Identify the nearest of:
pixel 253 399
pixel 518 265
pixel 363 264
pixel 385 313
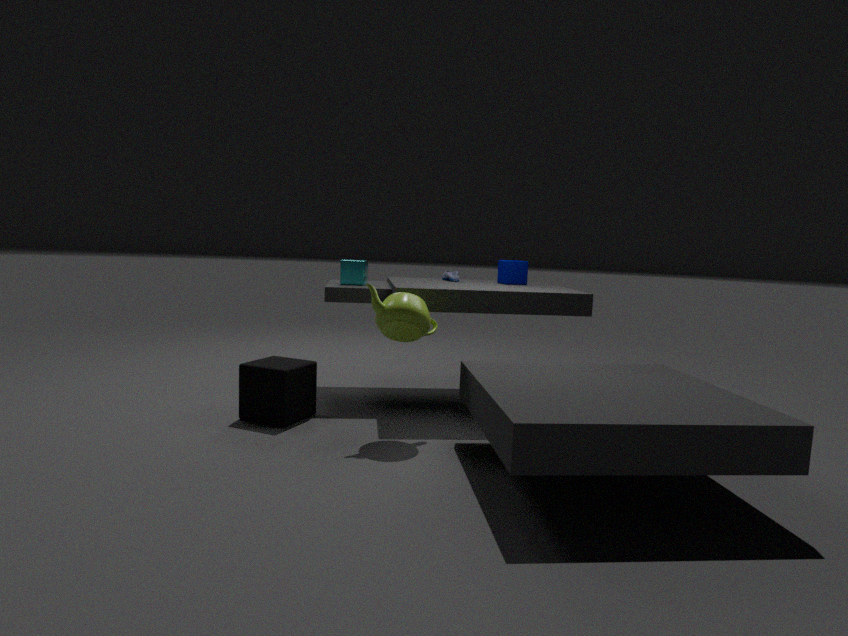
pixel 385 313
